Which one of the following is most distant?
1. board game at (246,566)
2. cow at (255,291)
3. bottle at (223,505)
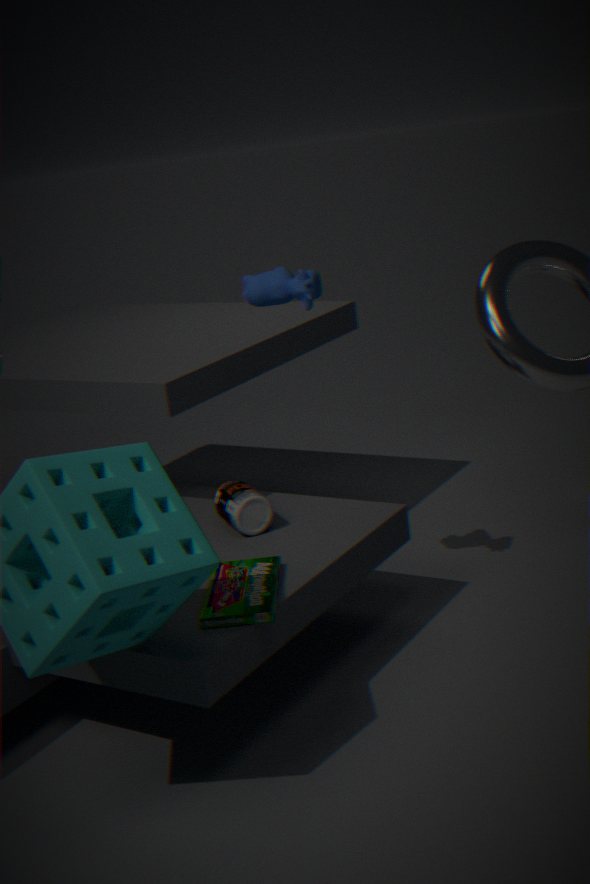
bottle at (223,505)
